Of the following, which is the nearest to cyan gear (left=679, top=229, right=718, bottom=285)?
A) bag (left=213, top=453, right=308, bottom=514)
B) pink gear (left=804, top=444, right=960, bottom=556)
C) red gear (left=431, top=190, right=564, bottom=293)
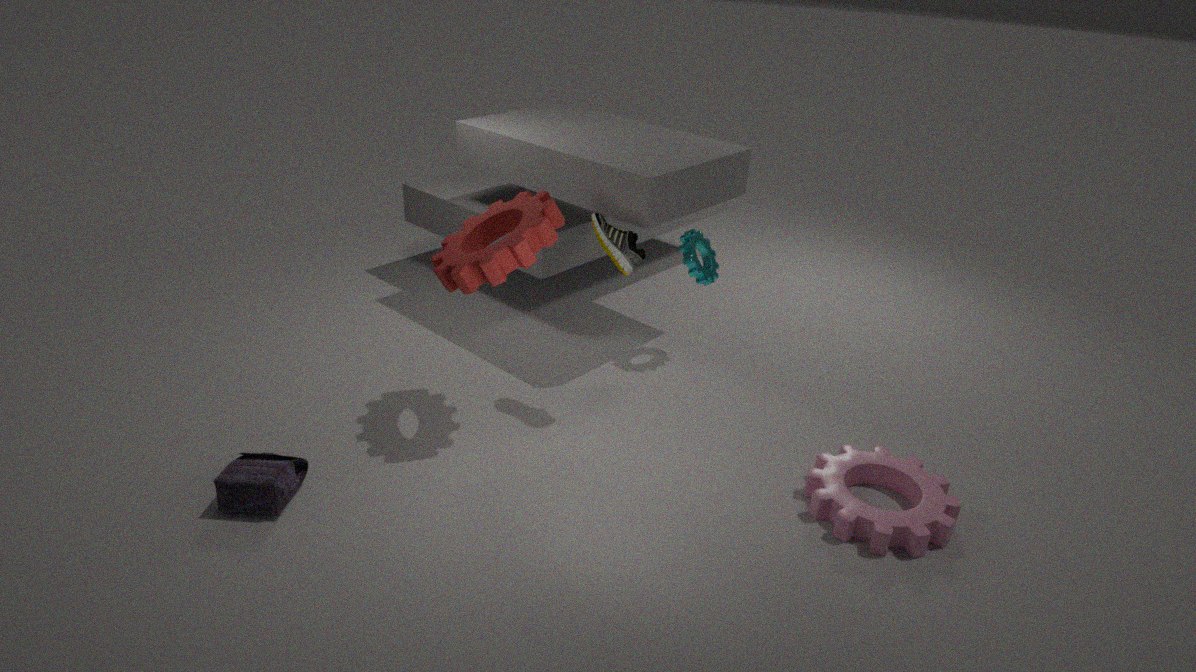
red gear (left=431, top=190, right=564, bottom=293)
